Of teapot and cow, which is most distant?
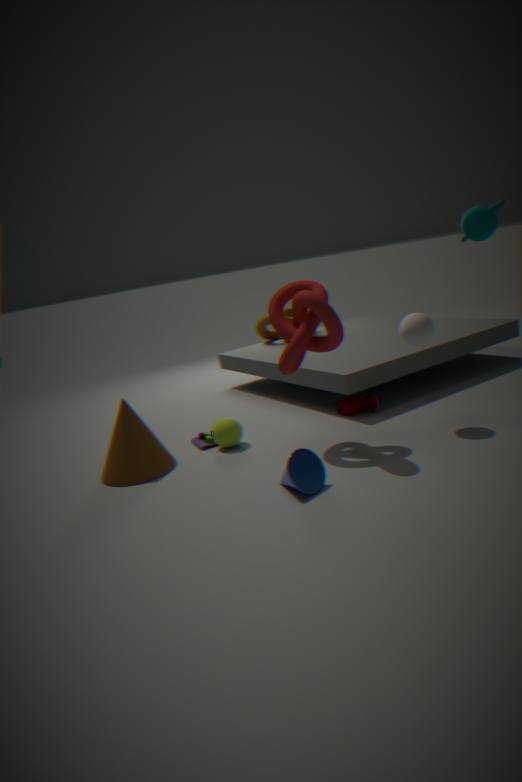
cow
